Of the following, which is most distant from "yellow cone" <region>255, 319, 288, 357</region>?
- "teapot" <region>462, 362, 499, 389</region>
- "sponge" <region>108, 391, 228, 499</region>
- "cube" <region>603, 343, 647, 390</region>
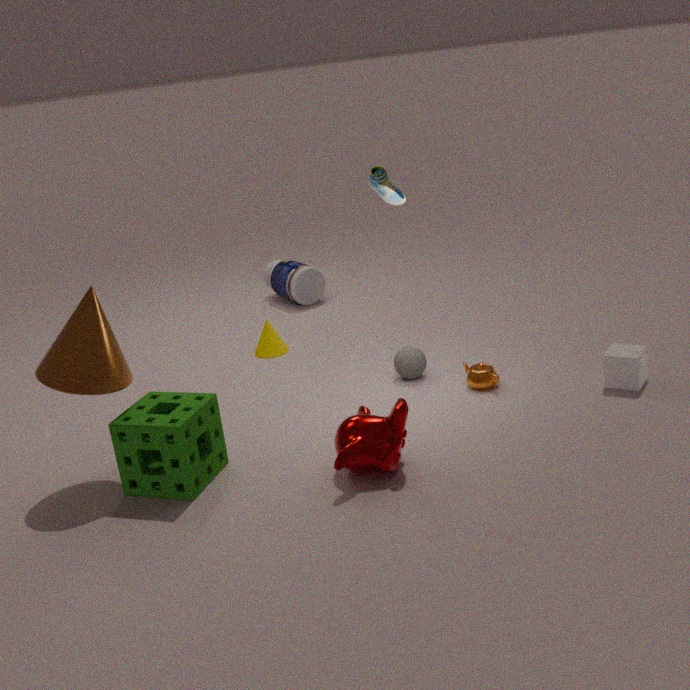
"cube" <region>603, 343, 647, 390</region>
